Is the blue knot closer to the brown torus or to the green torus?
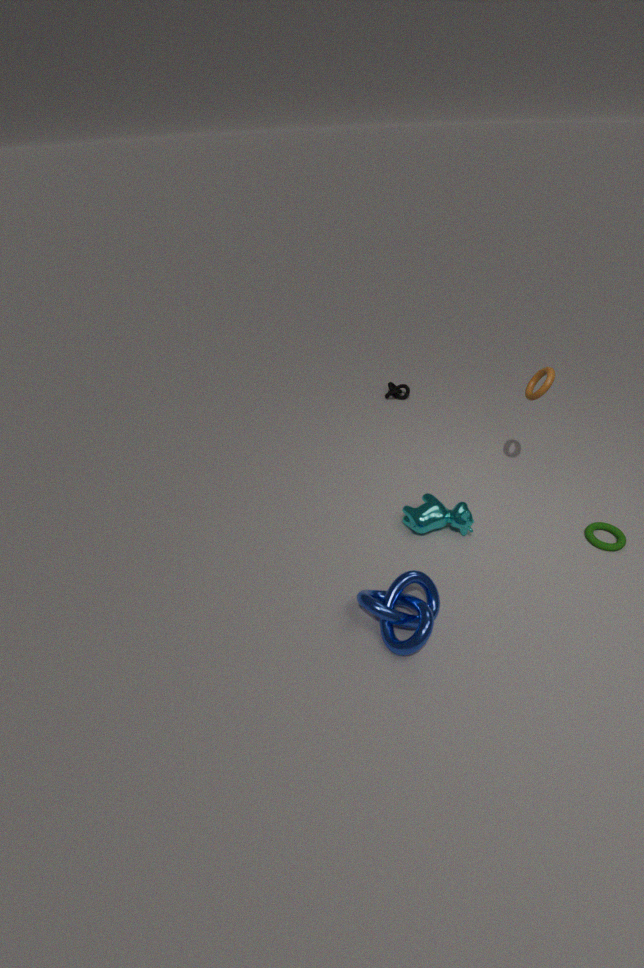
the green torus
